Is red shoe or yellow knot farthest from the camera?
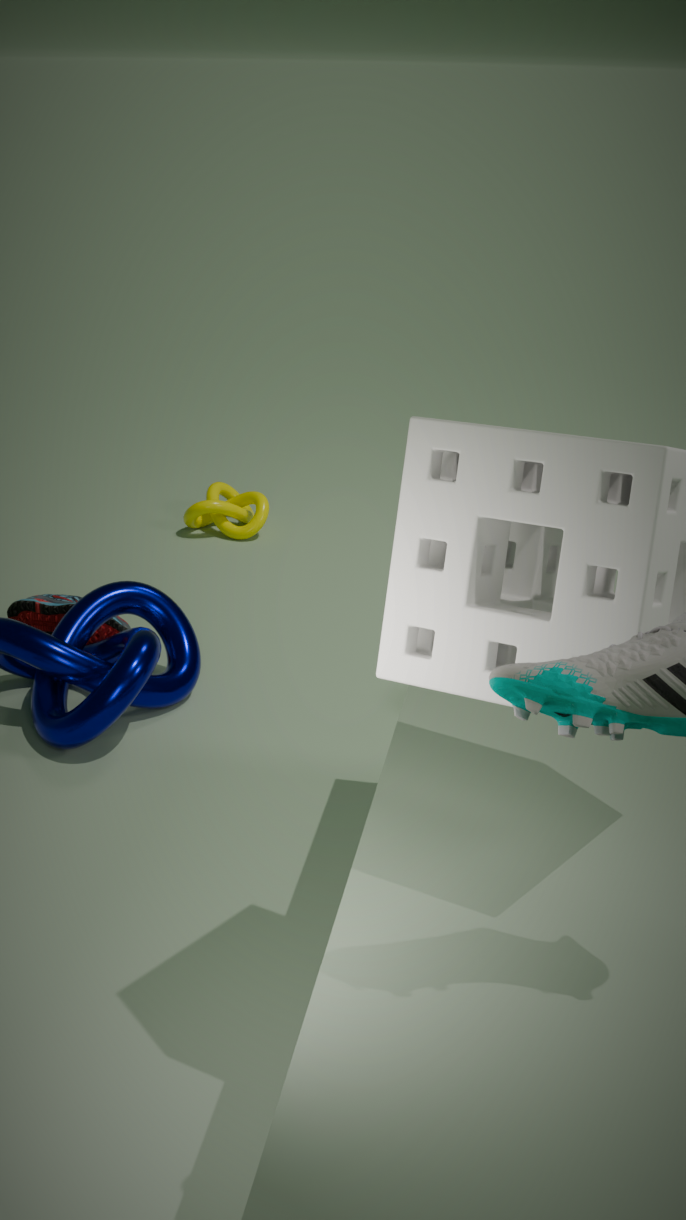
yellow knot
